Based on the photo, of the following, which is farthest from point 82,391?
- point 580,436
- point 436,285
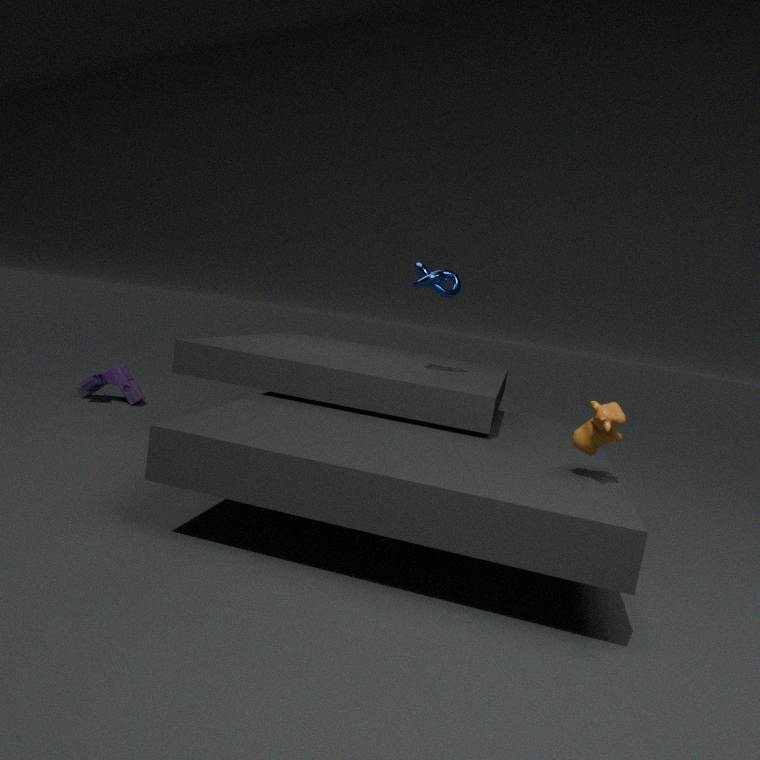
point 580,436
